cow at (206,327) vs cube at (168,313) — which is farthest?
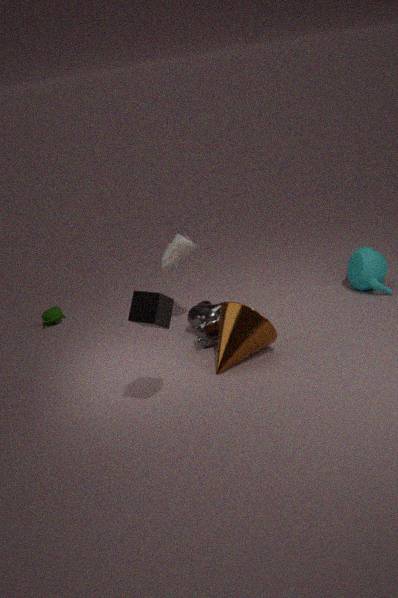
cow at (206,327)
